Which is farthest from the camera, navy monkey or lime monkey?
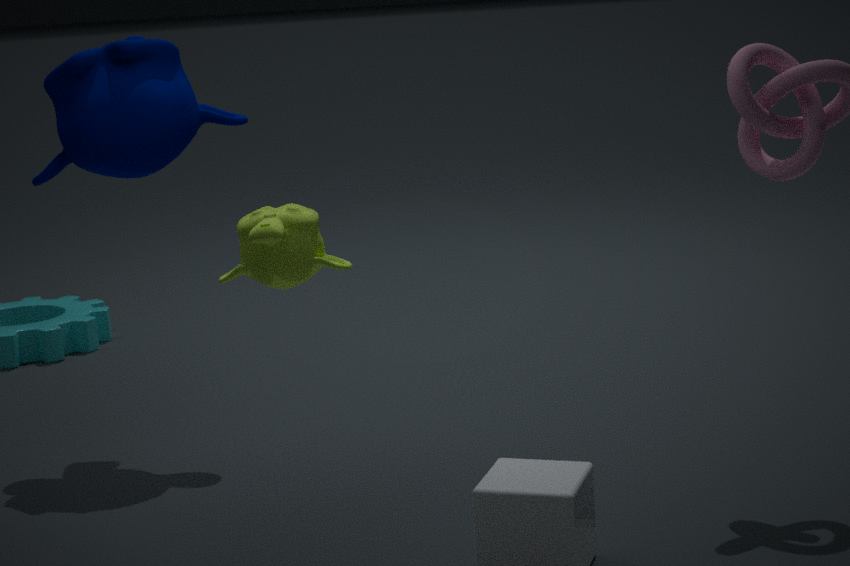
navy monkey
